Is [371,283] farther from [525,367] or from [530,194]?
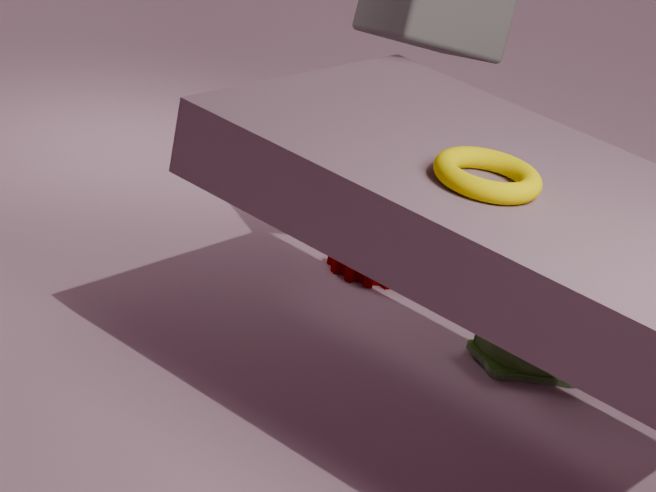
[530,194]
